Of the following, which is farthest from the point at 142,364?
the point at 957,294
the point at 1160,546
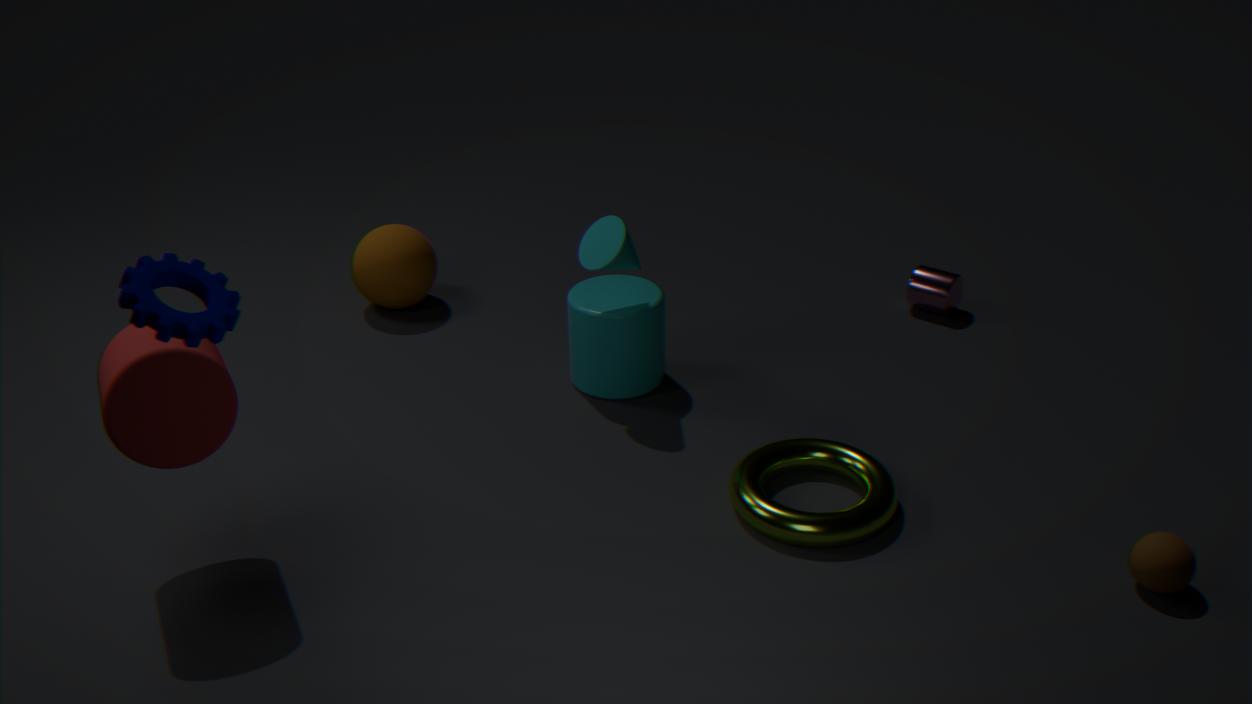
the point at 957,294
